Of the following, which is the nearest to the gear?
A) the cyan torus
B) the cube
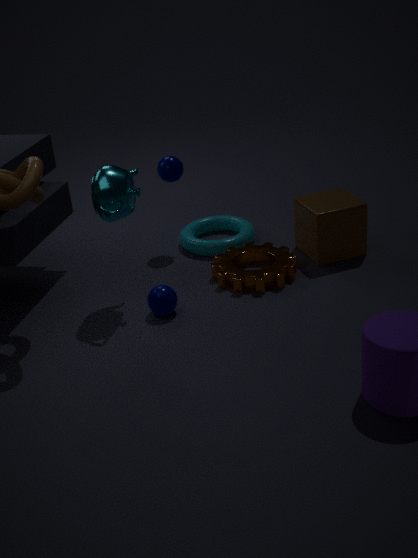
the cyan torus
